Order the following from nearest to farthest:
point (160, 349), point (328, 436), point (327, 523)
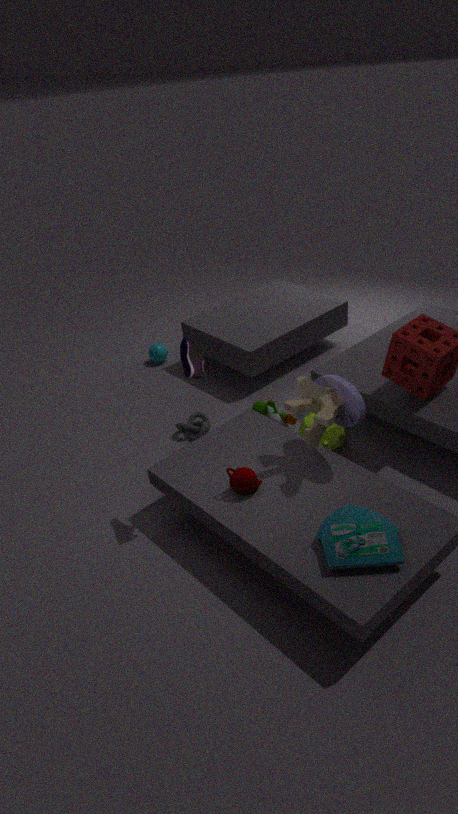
point (327, 523) → point (328, 436) → point (160, 349)
